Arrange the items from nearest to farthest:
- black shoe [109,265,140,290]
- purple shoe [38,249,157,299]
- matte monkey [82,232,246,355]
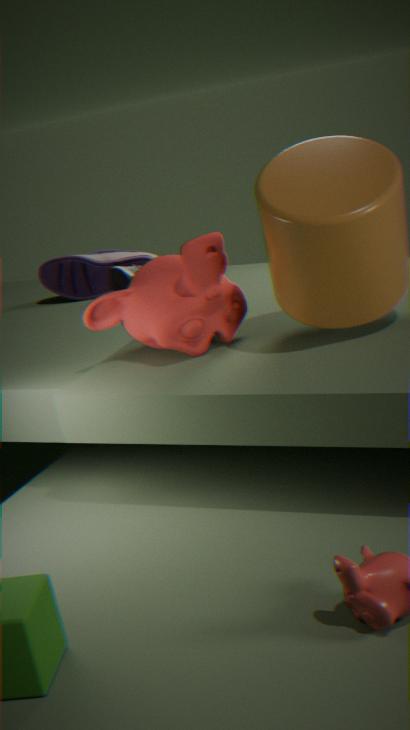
matte monkey [82,232,246,355], black shoe [109,265,140,290], purple shoe [38,249,157,299]
